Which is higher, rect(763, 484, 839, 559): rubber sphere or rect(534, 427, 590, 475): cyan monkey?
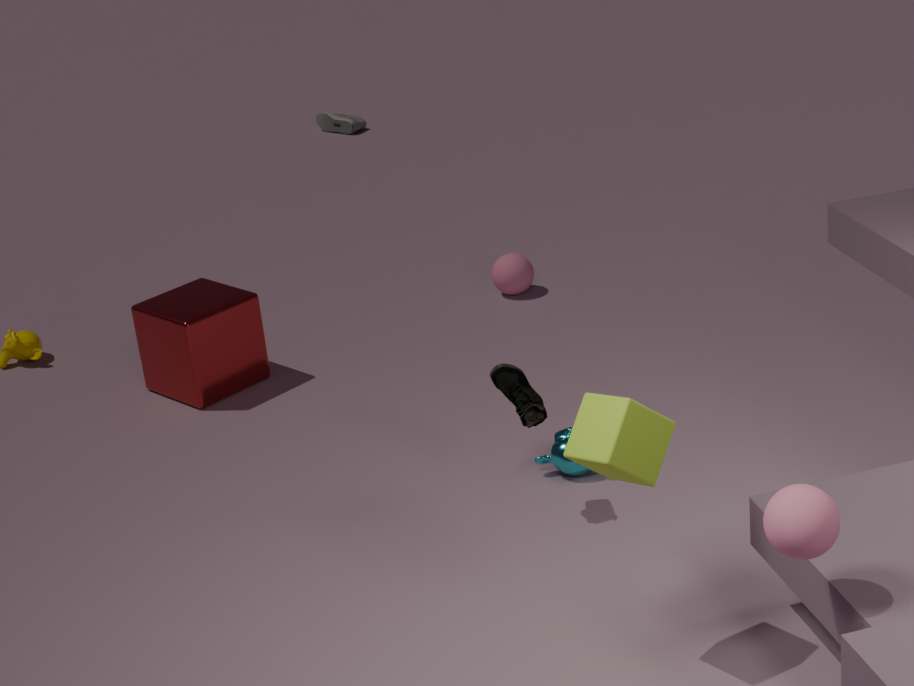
rect(763, 484, 839, 559): rubber sphere
